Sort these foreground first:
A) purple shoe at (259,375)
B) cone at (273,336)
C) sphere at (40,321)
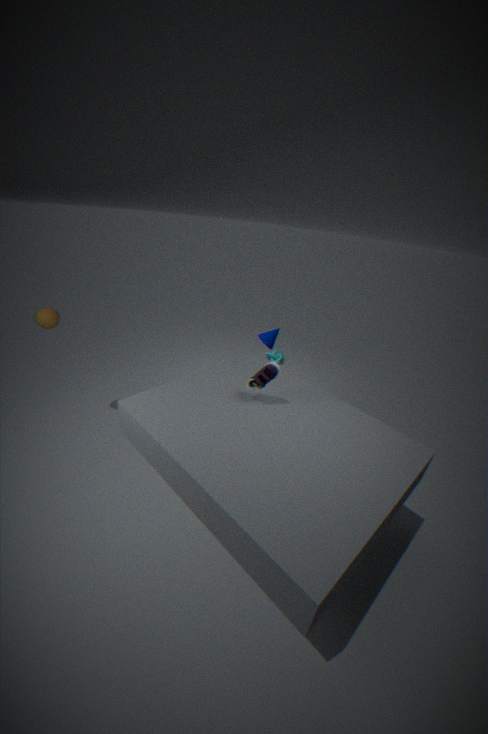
1. purple shoe at (259,375)
2. sphere at (40,321)
3. cone at (273,336)
